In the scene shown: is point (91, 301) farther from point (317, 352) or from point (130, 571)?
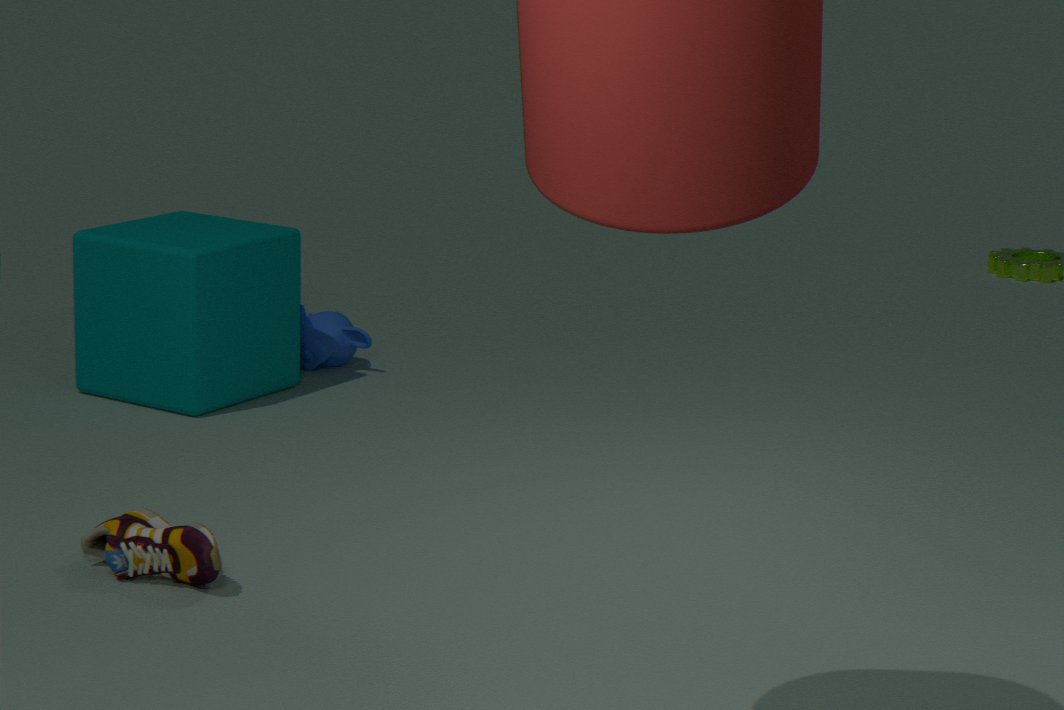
point (130, 571)
